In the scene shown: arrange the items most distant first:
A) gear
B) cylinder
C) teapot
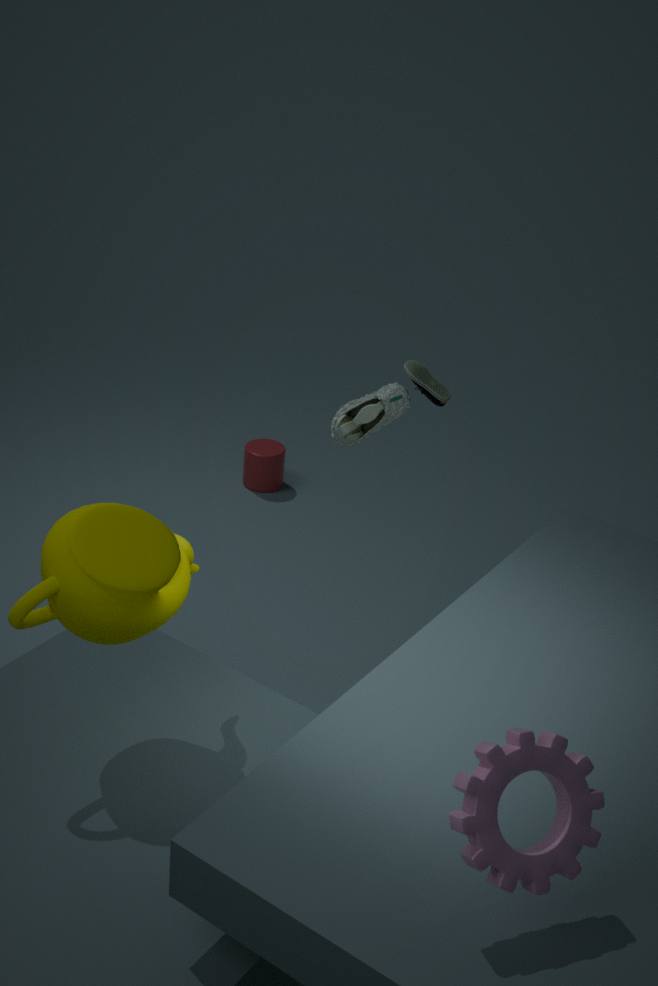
cylinder
teapot
gear
